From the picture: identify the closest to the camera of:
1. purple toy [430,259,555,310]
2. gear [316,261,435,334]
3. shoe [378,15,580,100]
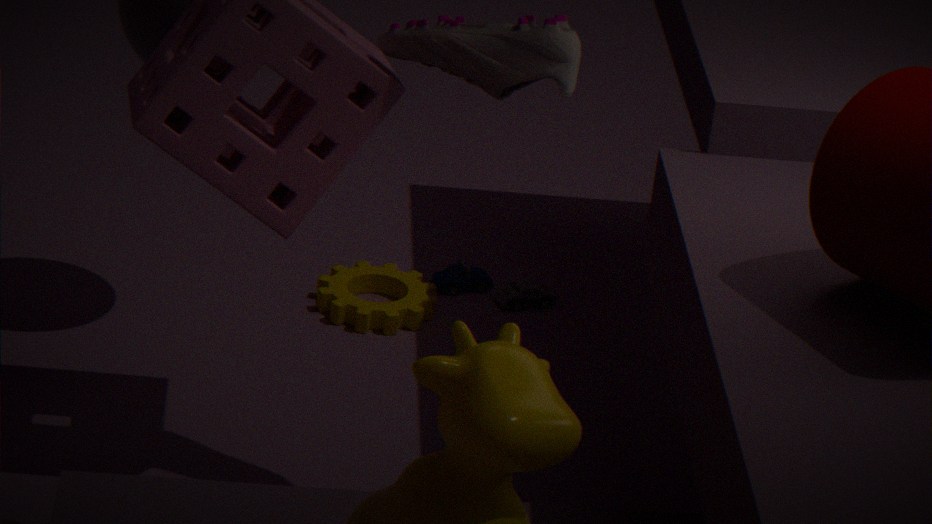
shoe [378,15,580,100]
